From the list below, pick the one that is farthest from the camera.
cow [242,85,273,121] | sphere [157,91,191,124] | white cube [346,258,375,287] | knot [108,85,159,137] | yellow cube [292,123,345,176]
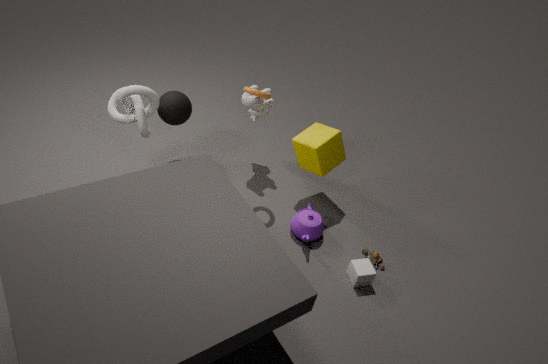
cow [242,85,273,121]
